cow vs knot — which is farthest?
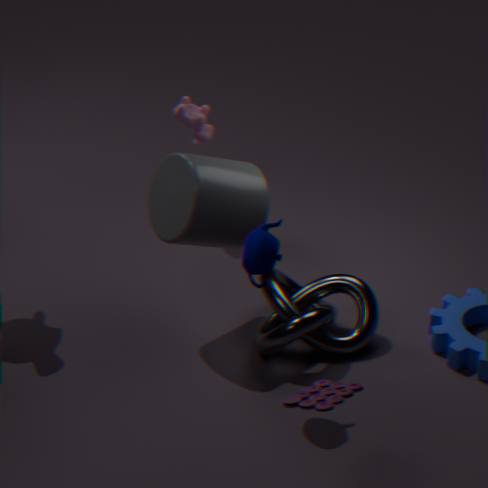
cow
